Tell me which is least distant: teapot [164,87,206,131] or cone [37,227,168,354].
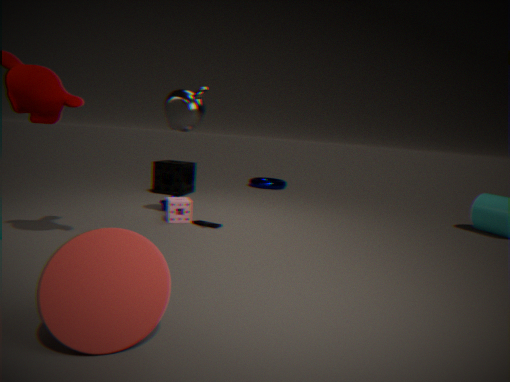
cone [37,227,168,354]
